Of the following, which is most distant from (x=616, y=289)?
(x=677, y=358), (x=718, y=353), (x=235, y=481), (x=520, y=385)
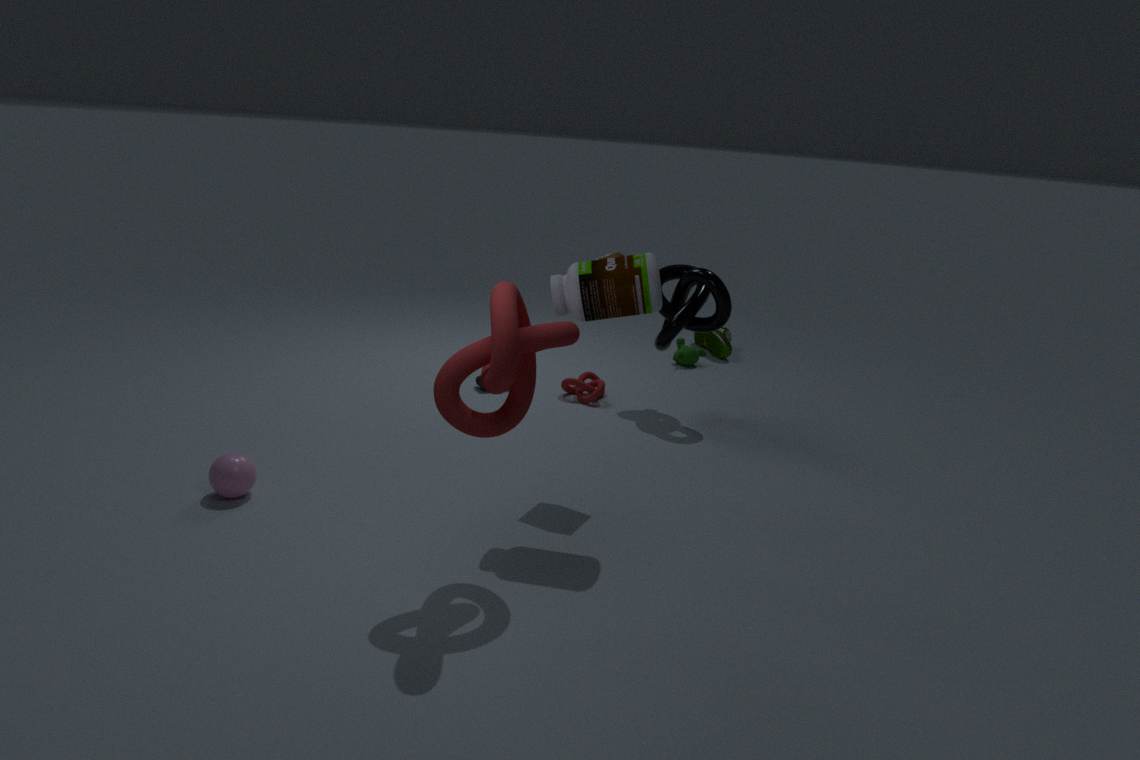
(x=718, y=353)
